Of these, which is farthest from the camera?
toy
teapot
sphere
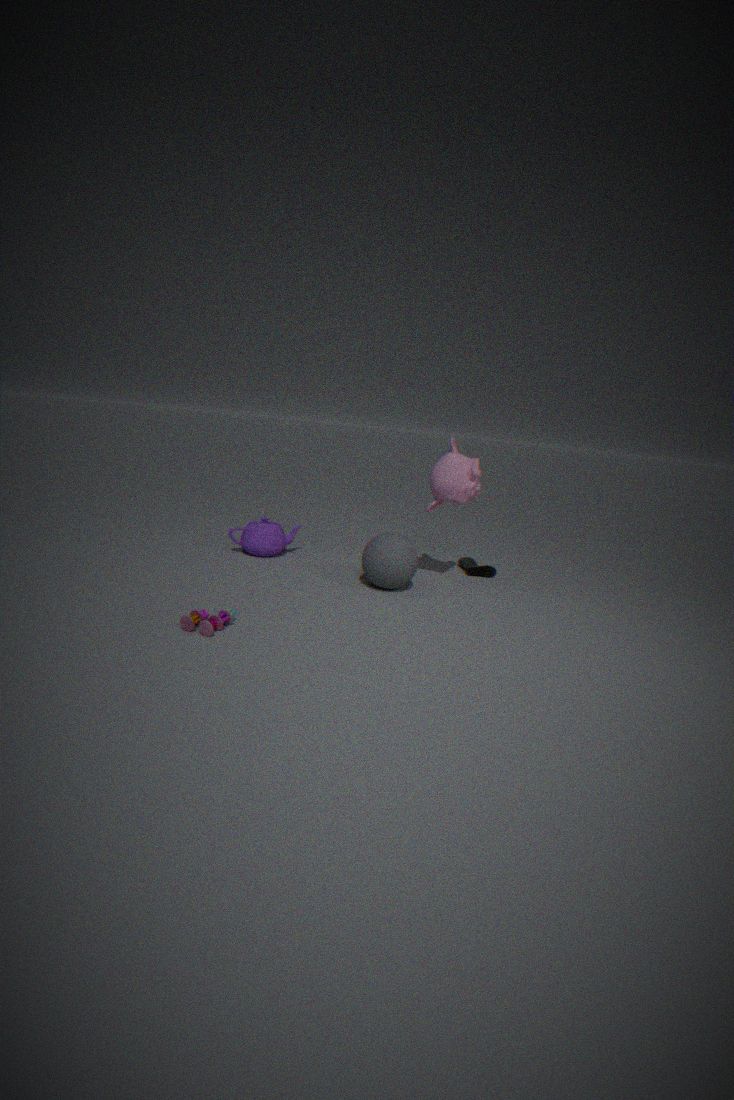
teapot
